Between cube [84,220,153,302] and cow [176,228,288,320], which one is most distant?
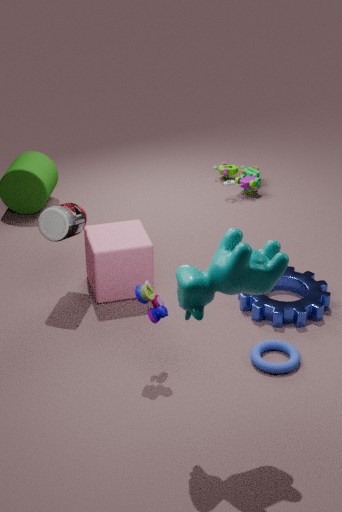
cube [84,220,153,302]
